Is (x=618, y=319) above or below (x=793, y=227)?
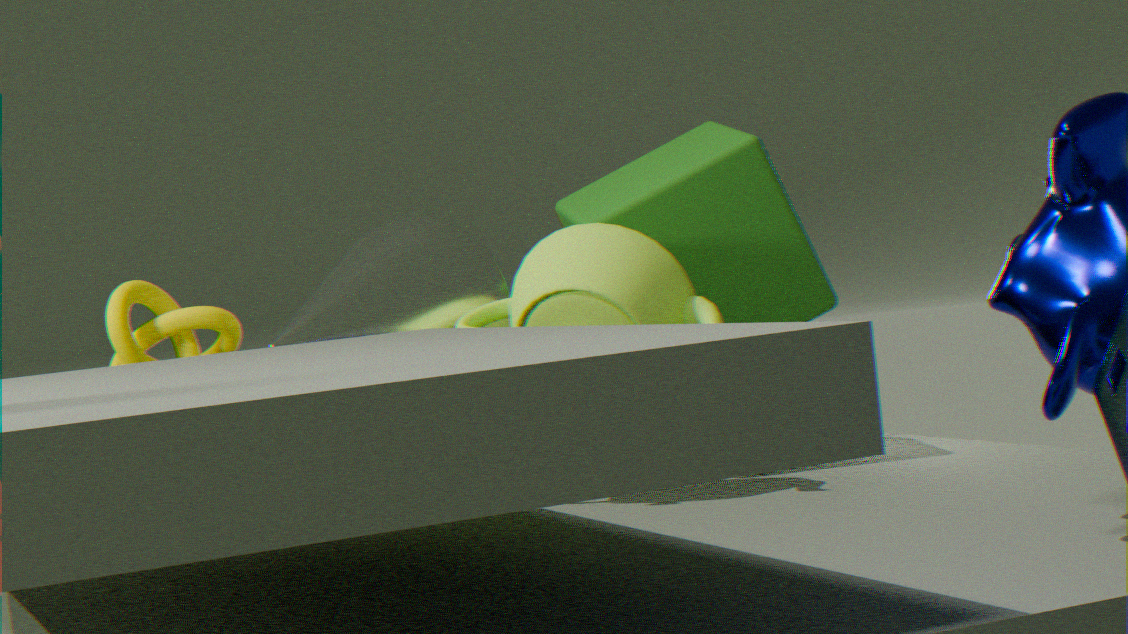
below
